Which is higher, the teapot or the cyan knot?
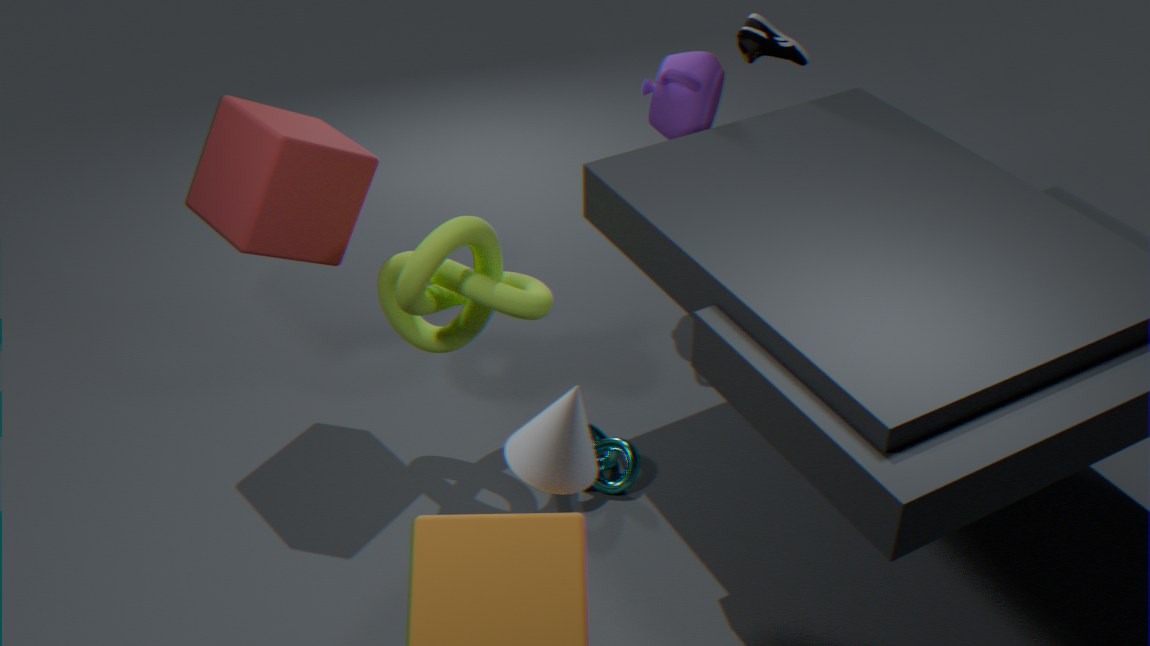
the teapot
